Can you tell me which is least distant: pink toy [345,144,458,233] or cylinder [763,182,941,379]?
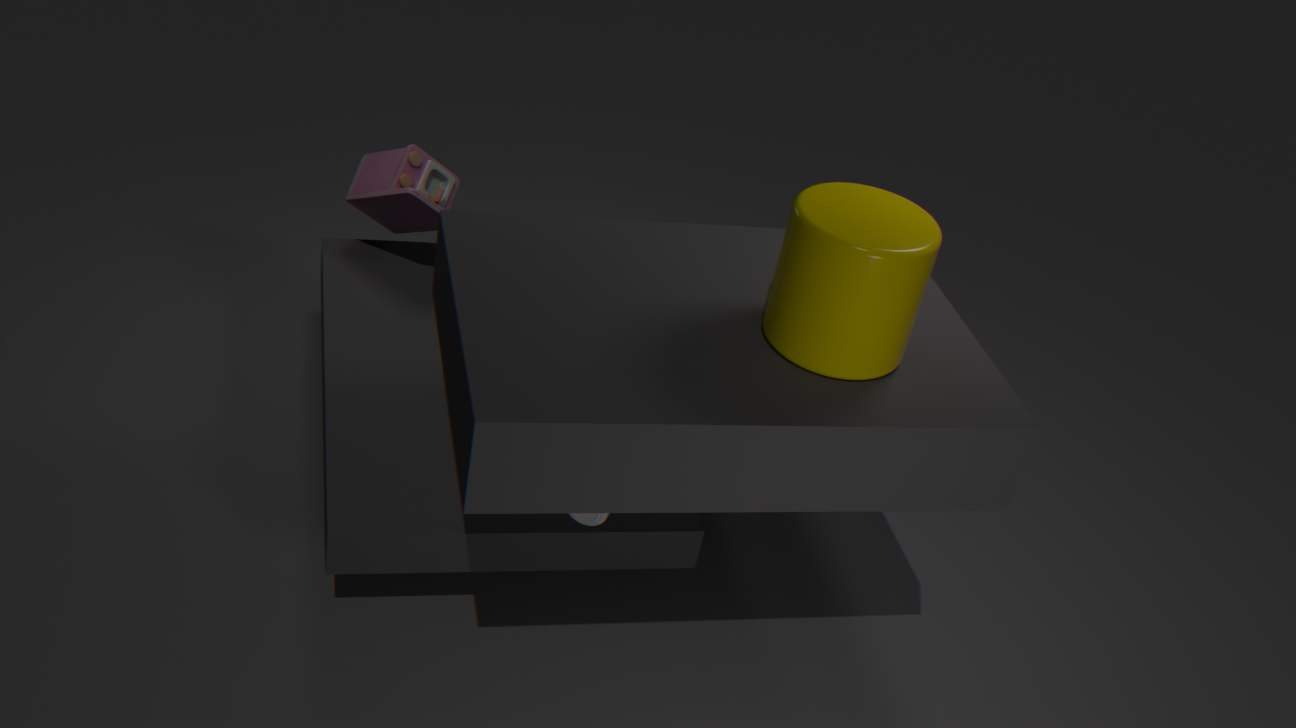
cylinder [763,182,941,379]
